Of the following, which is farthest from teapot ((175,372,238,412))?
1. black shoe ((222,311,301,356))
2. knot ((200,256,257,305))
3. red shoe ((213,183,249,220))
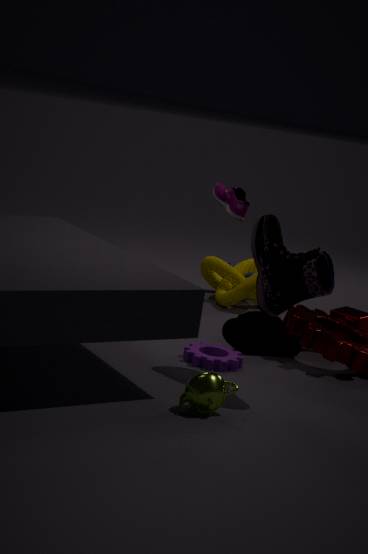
red shoe ((213,183,249,220))
